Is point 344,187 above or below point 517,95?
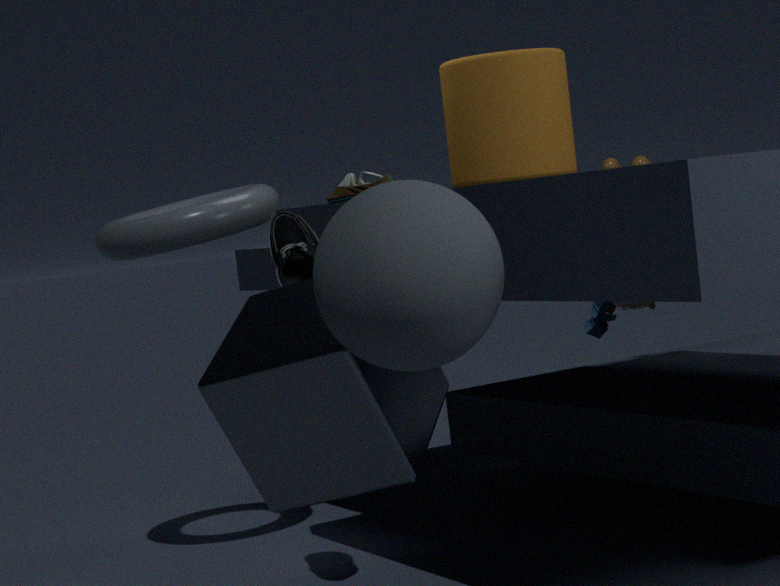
below
